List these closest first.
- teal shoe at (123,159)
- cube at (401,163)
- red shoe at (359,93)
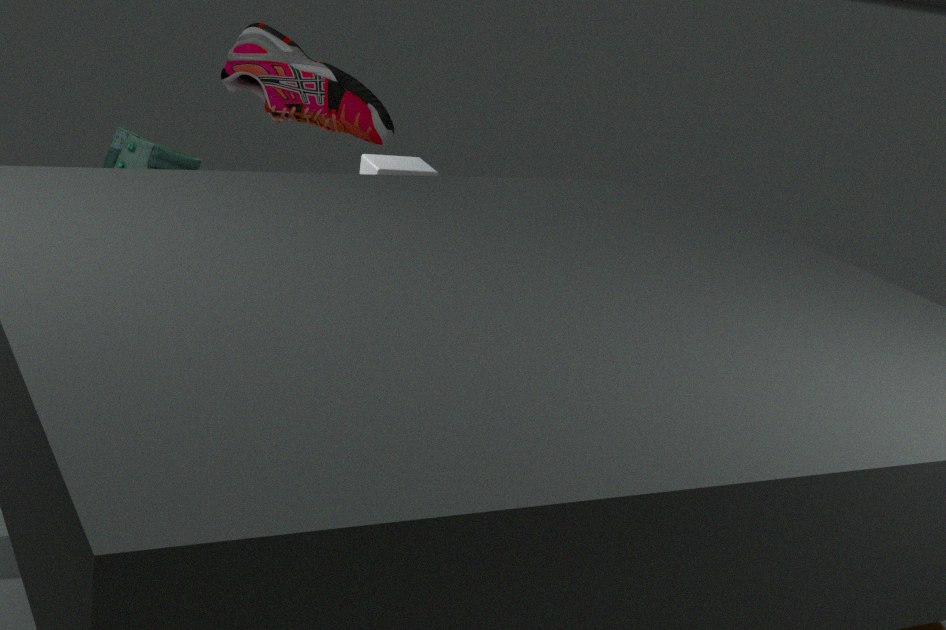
teal shoe at (123,159) → red shoe at (359,93) → cube at (401,163)
